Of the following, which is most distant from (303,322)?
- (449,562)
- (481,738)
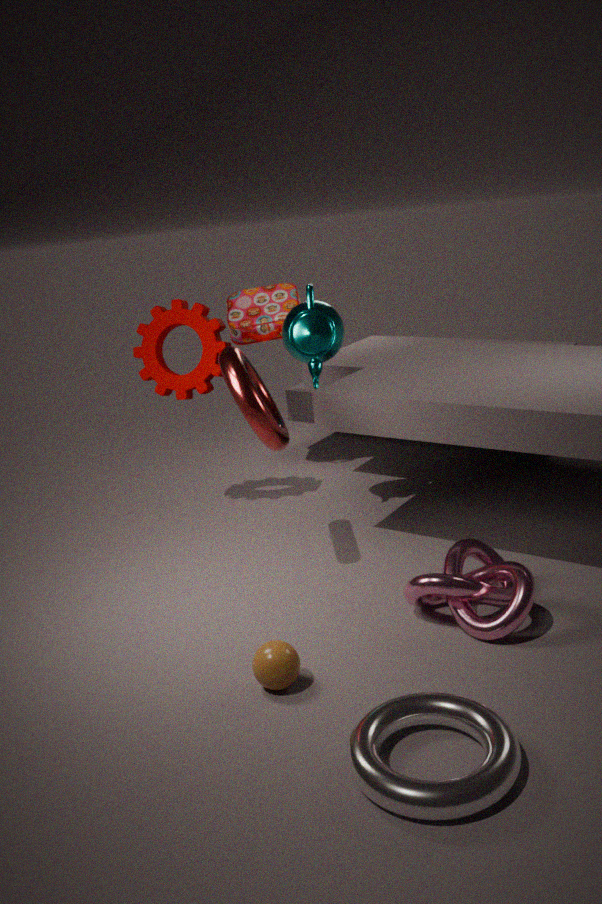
(481,738)
